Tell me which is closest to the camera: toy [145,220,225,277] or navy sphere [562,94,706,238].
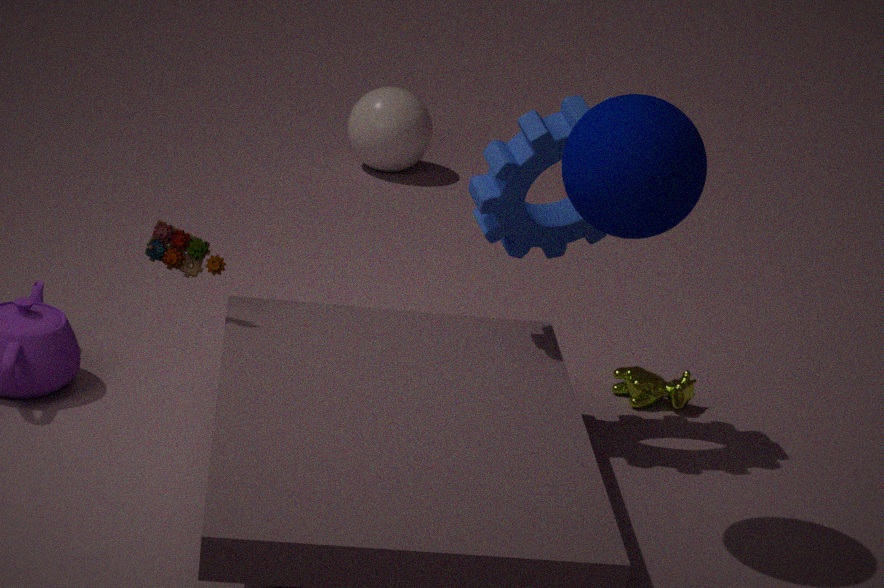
navy sphere [562,94,706,238]
